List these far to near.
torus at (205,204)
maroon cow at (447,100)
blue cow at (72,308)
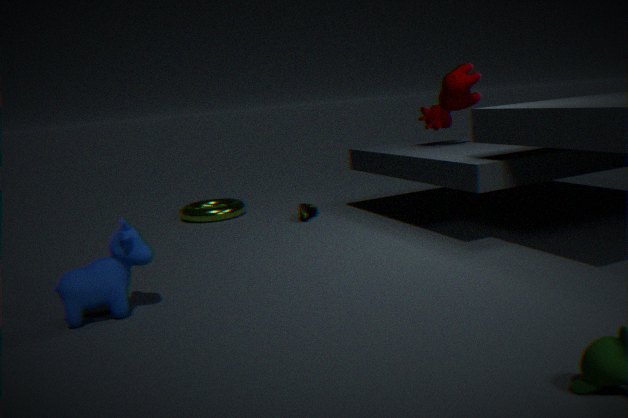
torus at (205,204), maroon cow at (447,100), blue cow at (72,308)
